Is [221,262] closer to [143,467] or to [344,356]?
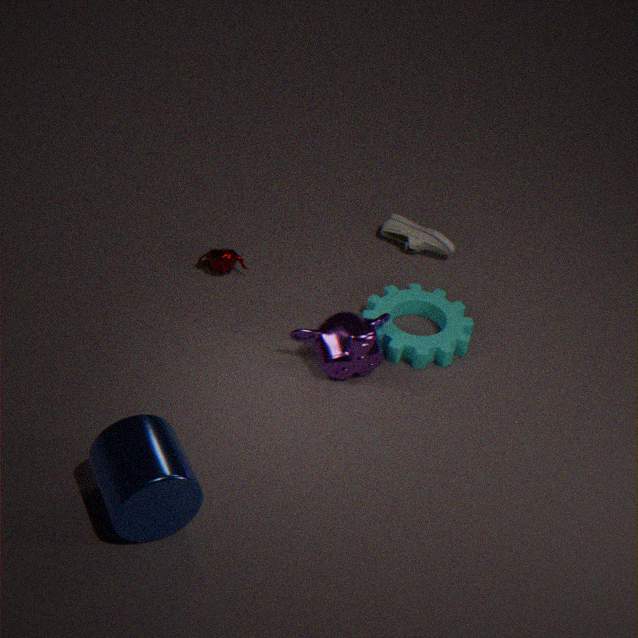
[344,356]
